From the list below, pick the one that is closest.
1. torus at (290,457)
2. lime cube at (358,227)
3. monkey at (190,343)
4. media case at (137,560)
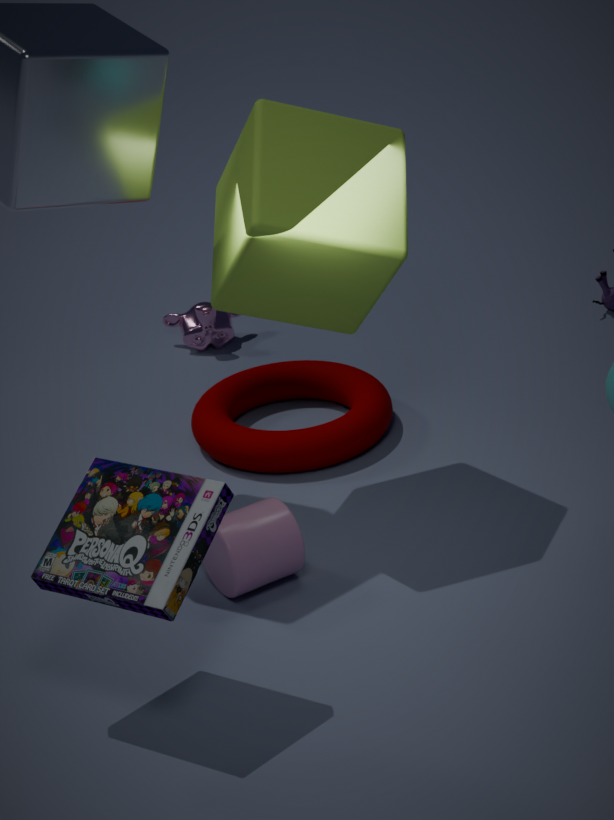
media case at (137,560)
